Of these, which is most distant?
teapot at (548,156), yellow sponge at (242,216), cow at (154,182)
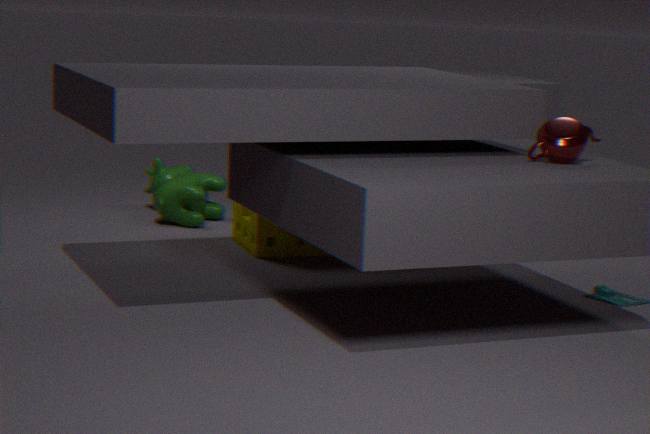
cow at (154,182)
